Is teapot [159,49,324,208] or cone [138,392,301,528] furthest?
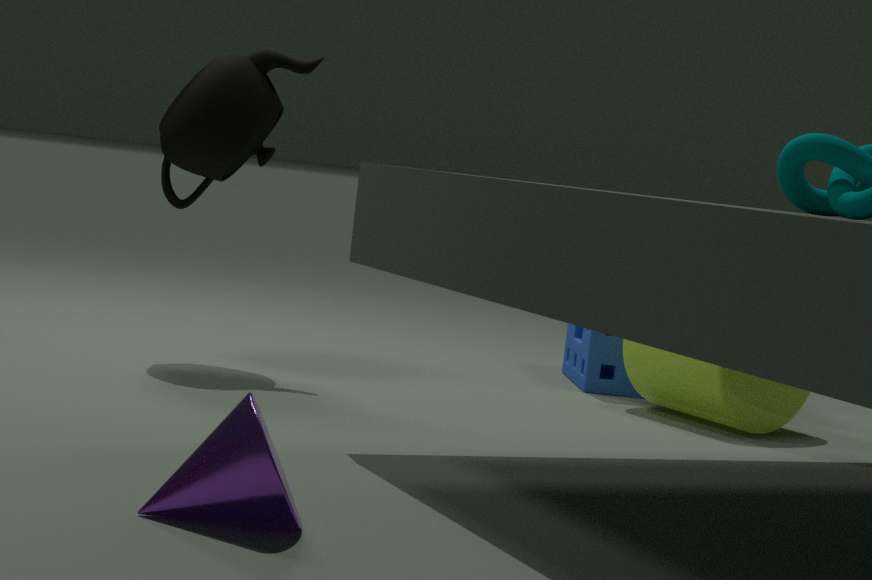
teapot [159,49,324,208]
